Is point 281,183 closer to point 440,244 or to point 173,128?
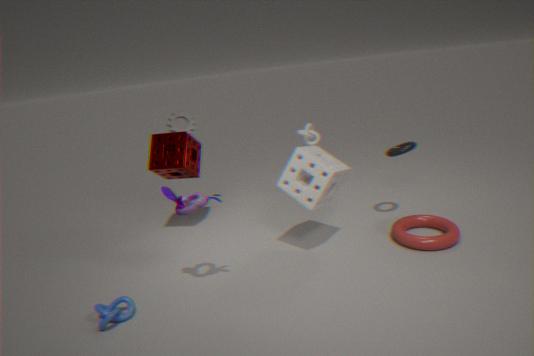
point 440,244
